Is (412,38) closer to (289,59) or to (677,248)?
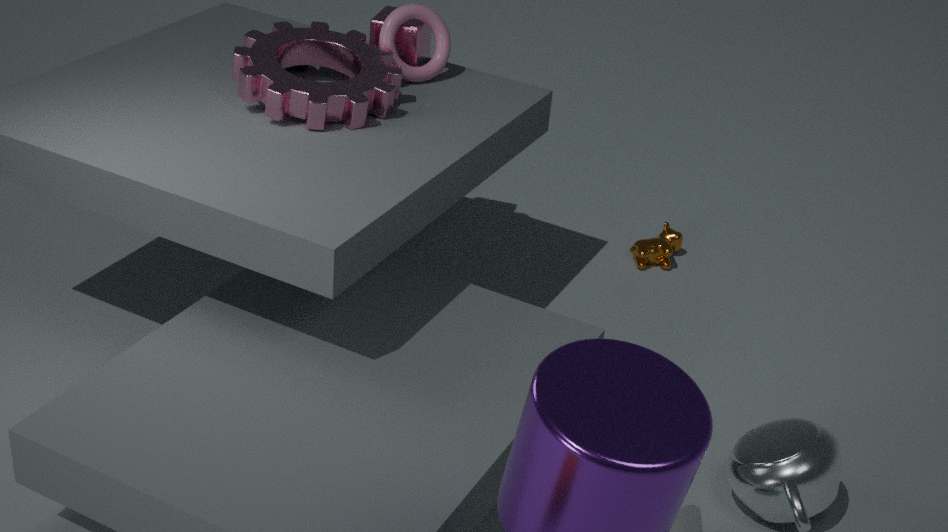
(289,59)
